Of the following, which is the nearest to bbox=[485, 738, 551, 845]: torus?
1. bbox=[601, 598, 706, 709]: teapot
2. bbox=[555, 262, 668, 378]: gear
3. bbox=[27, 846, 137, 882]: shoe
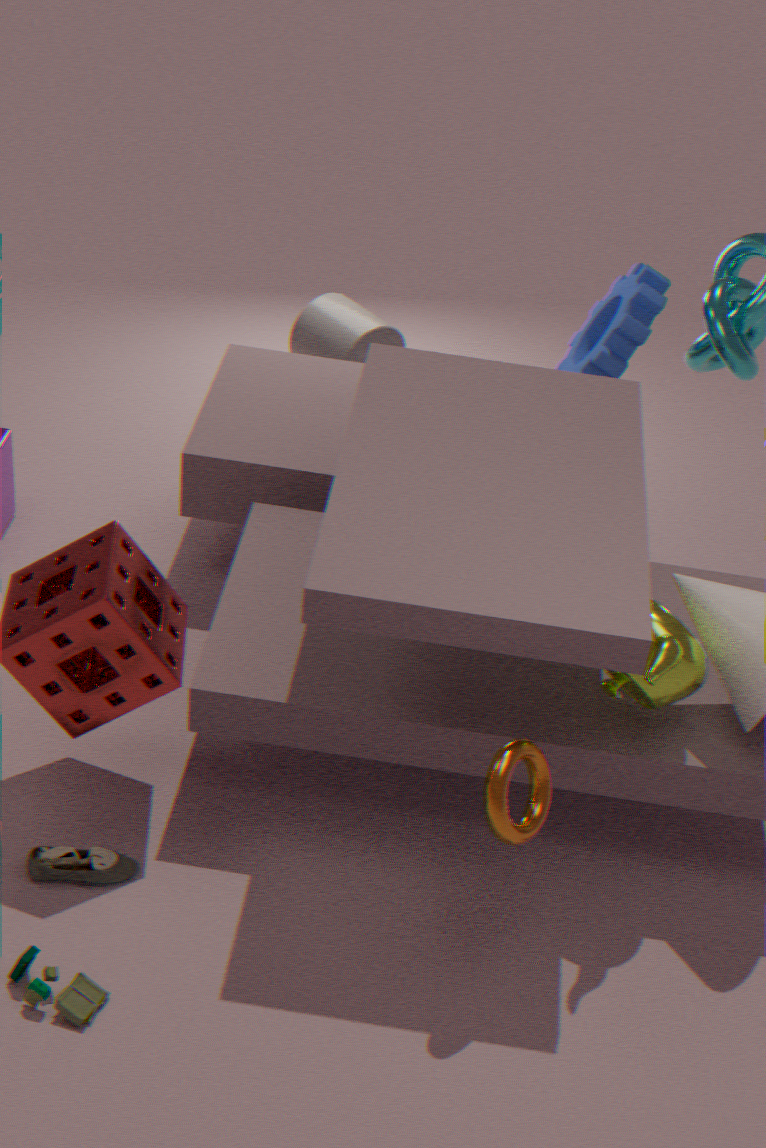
bbox=[601, 598, 706, 709]: teapot
